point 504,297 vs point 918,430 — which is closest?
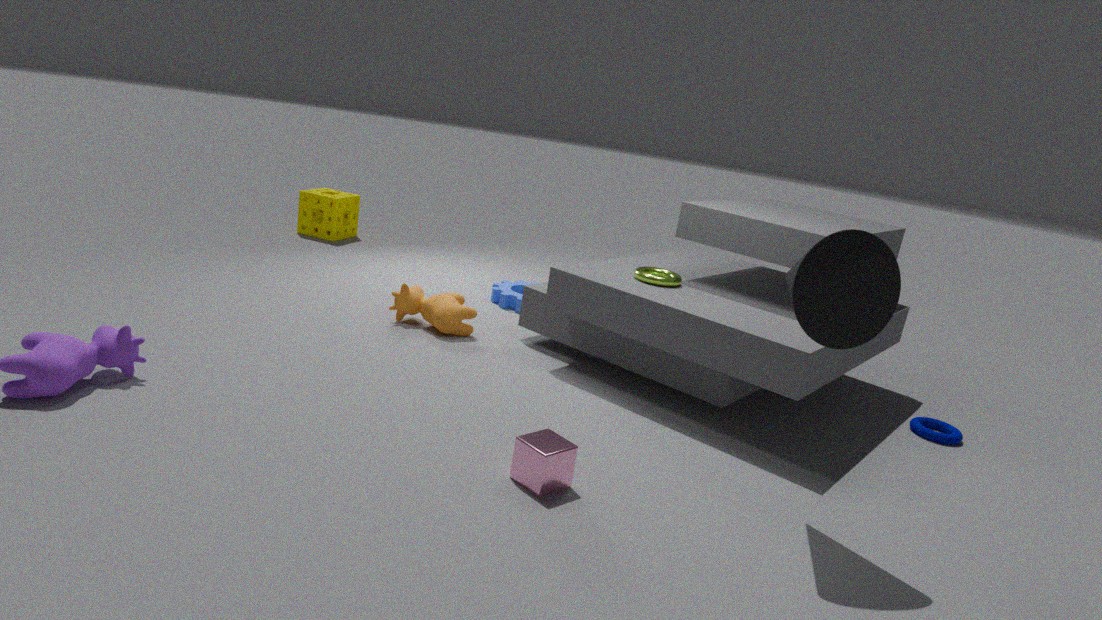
point 918,430
